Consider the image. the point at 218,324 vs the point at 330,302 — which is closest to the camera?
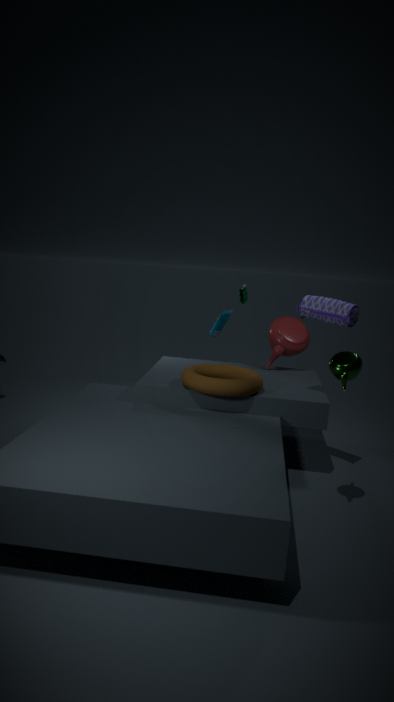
the point at 330,302
